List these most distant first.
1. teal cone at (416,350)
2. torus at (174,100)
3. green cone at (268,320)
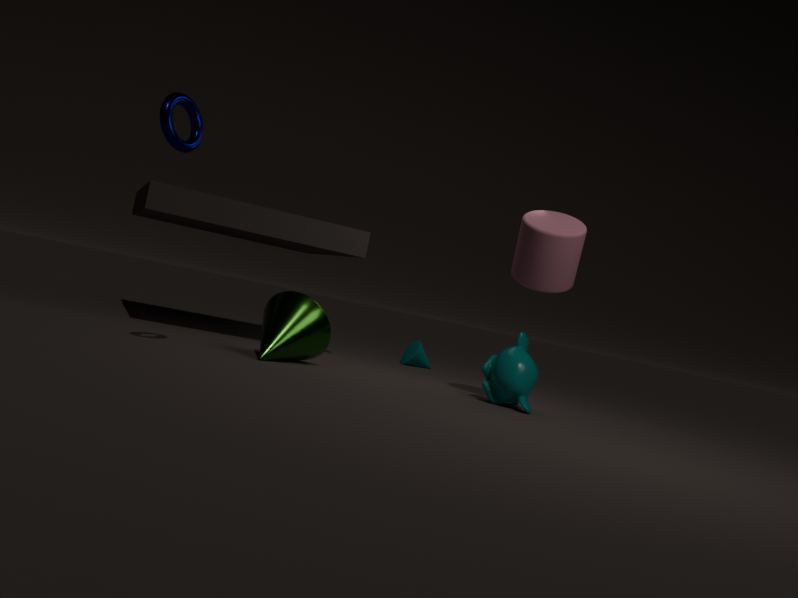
teal cone at (416,350), green cone at (268,320), torus at (174,100)
